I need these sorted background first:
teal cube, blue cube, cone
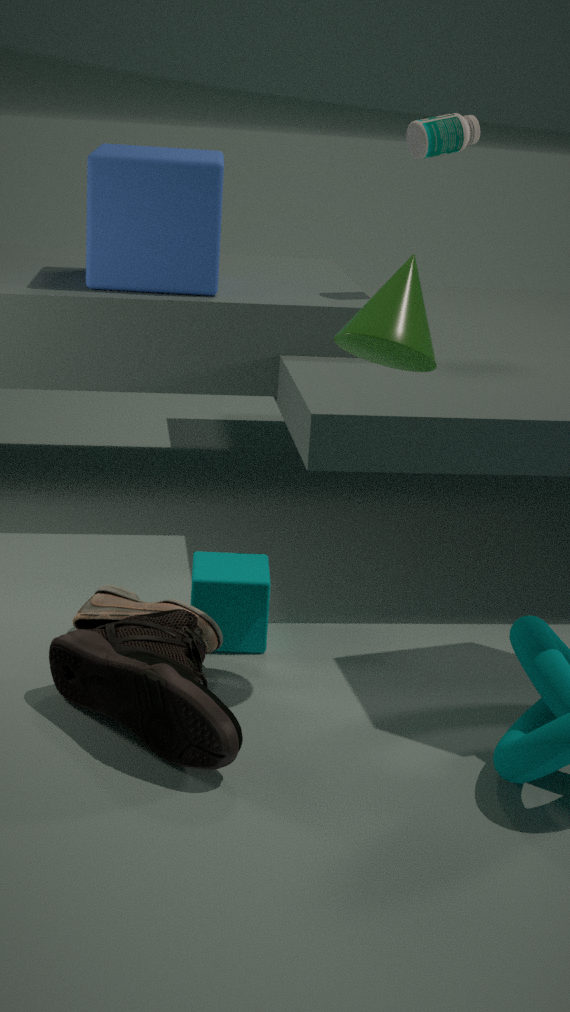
1. blue cube
2. teal cube
3. cone
